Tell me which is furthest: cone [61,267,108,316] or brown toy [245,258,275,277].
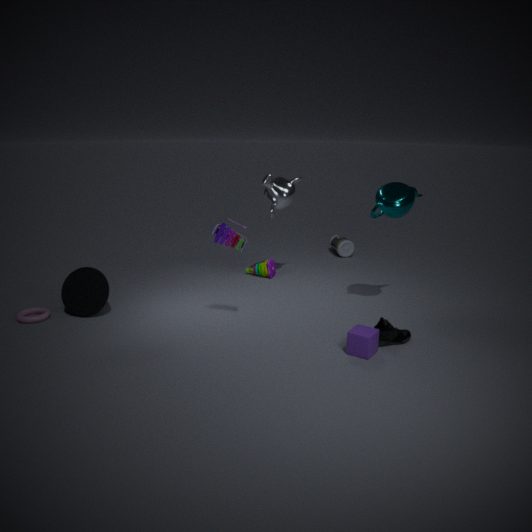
brown toy [245,258,275,277]
